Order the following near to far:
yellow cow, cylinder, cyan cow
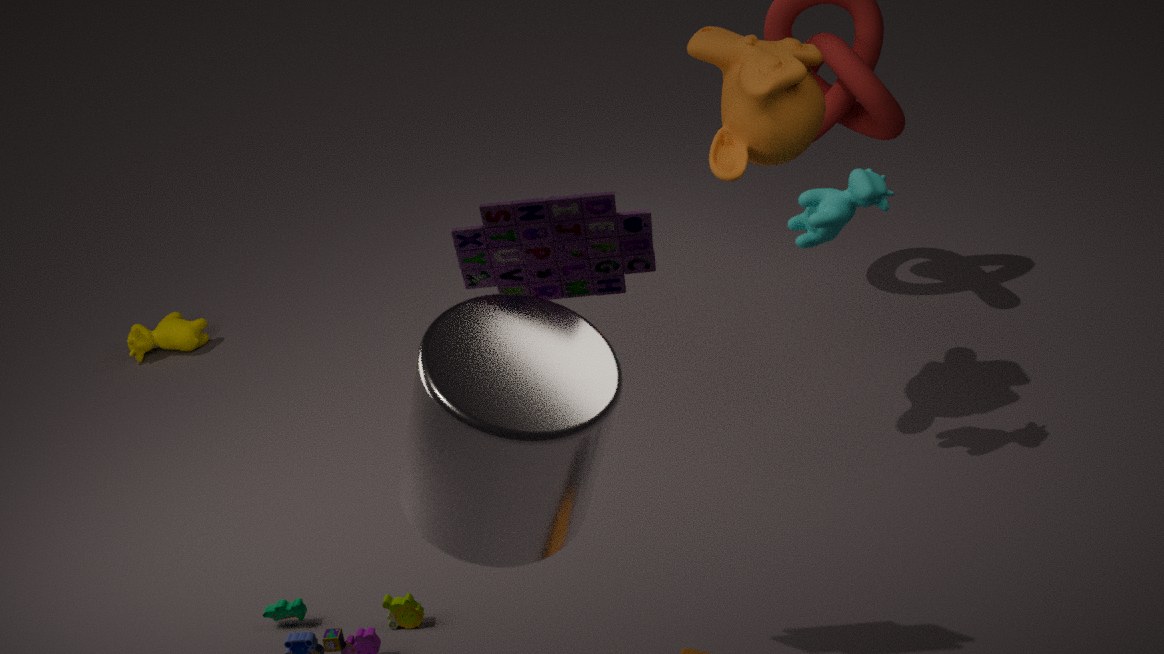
cylinder < cyan cow < yellow cow
